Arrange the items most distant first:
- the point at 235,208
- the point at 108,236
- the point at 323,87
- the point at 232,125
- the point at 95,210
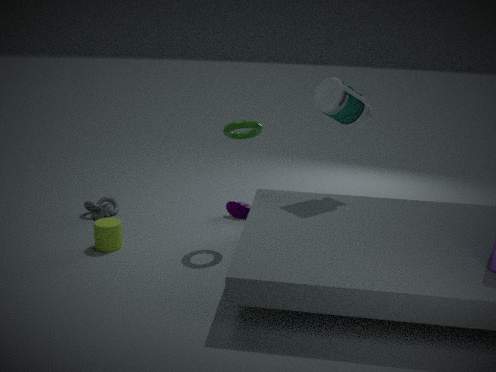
1. the point at 235,208
2. the point at 95,210
3. the point at 323,87
4. the point at 108,236
5. the point at 232,125
